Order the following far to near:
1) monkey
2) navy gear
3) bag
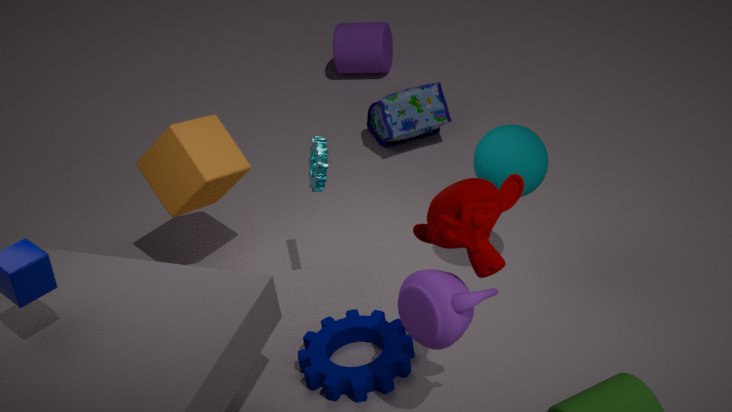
3. bag < 2. navy gear < 1. monkey
